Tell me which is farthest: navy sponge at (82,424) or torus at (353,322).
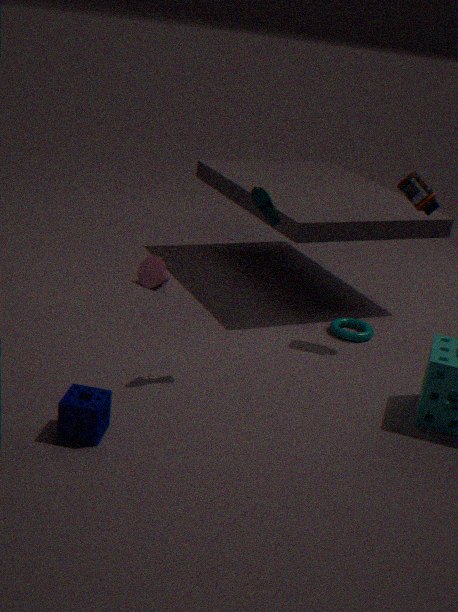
torus at (353,322)
